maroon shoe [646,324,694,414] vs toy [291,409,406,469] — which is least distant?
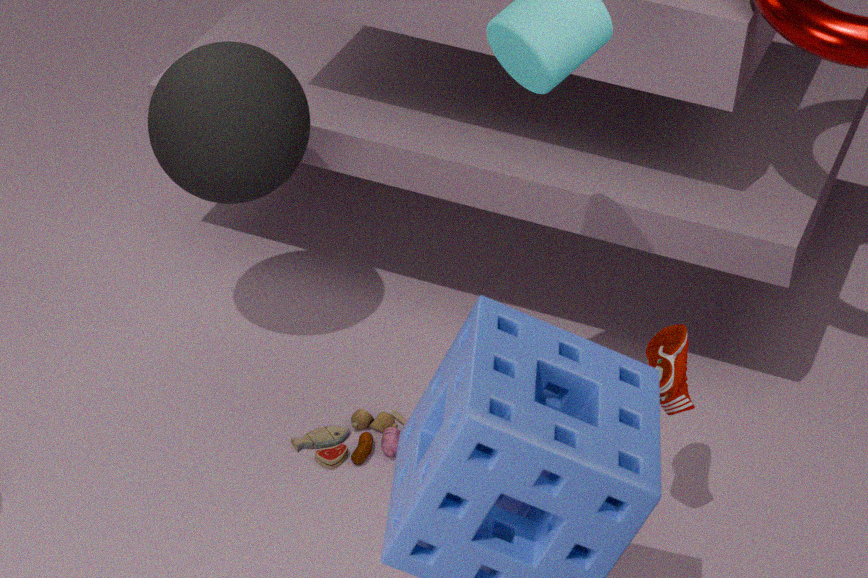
maroon shoe [646,324,694,414]
